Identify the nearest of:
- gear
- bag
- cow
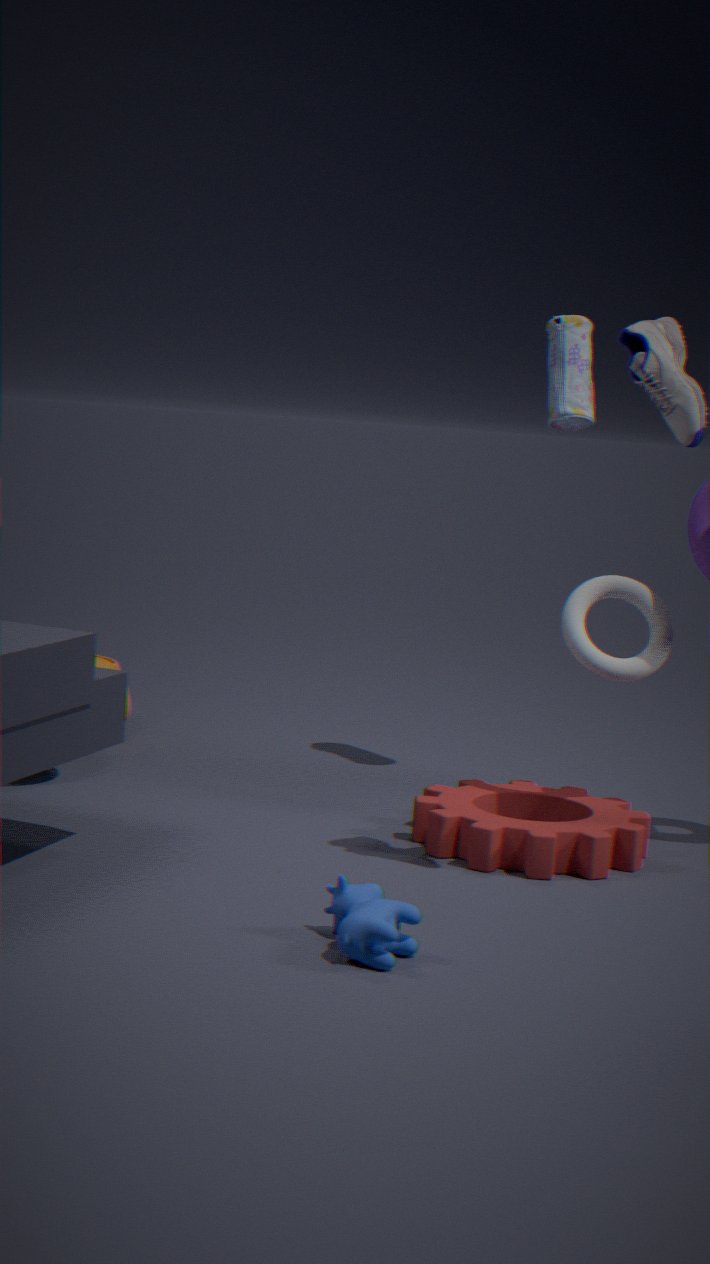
cow
